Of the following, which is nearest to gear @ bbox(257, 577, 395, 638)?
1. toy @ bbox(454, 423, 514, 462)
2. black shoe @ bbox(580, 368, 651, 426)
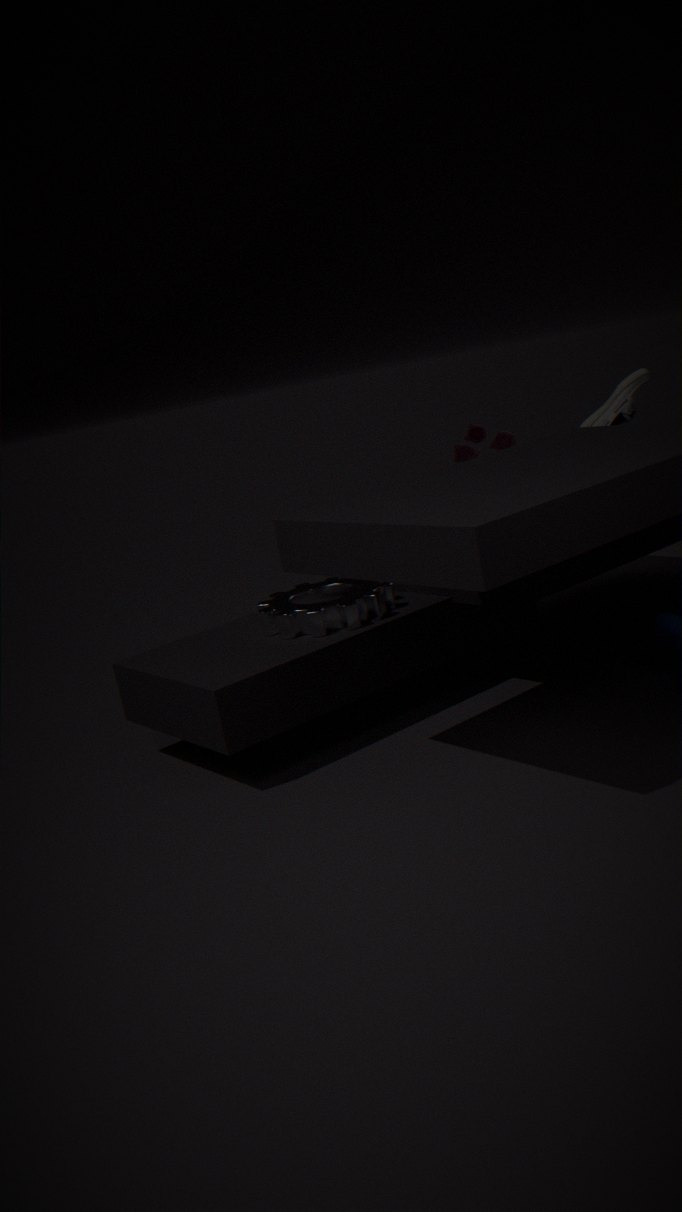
black shoe @ bbox(580, 368, 651, 426)
